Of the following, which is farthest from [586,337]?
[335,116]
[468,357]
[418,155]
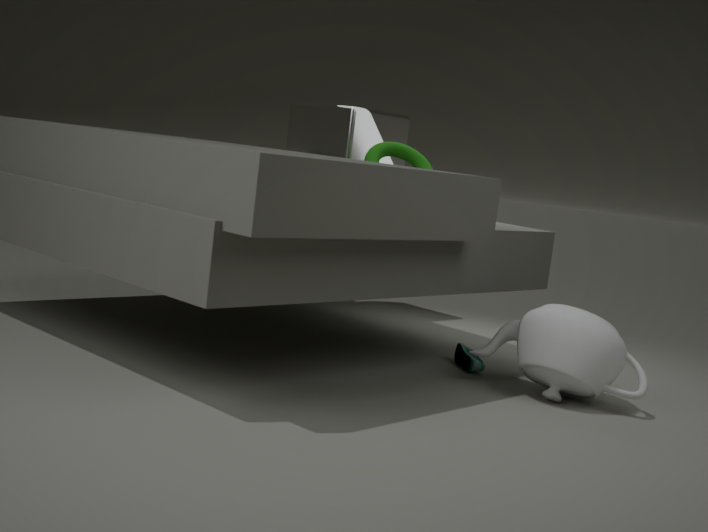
[335,116]
